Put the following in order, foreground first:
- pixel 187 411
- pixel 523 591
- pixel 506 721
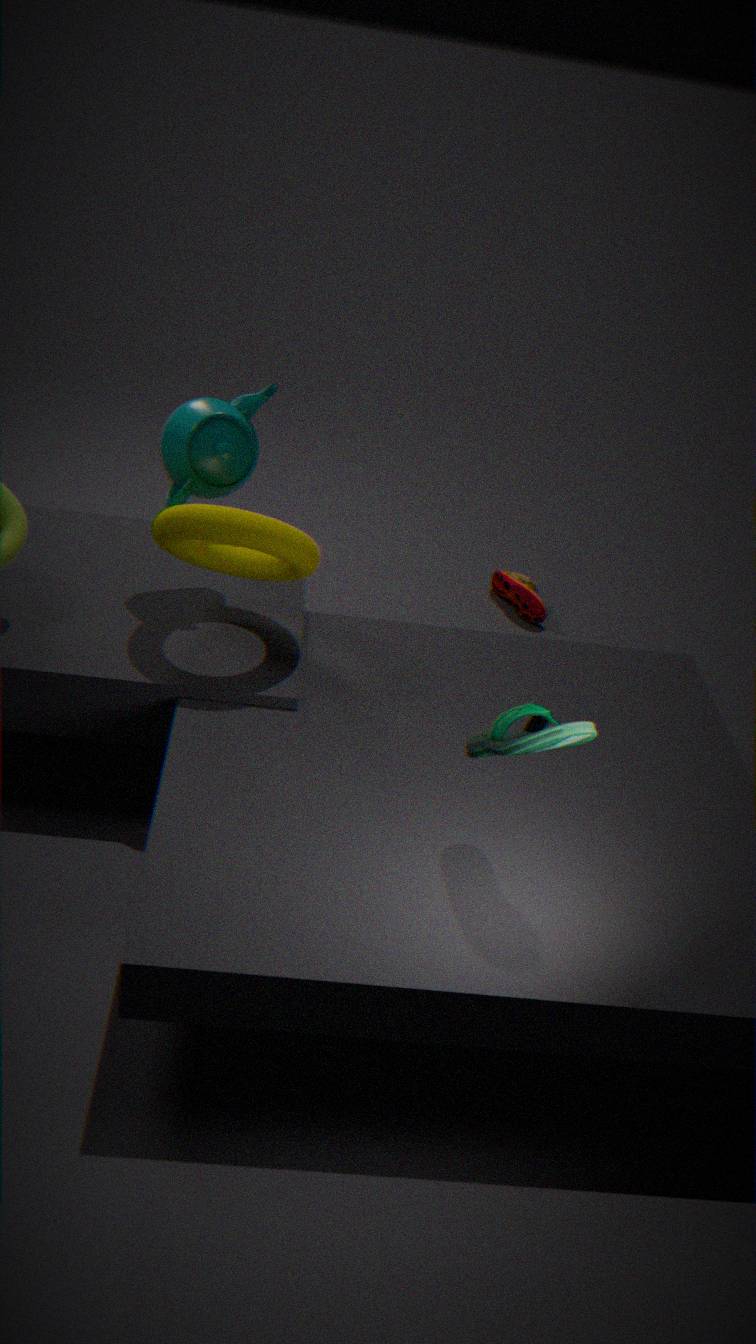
pixel 506 721, pixel 187 411, pixel 523 591
